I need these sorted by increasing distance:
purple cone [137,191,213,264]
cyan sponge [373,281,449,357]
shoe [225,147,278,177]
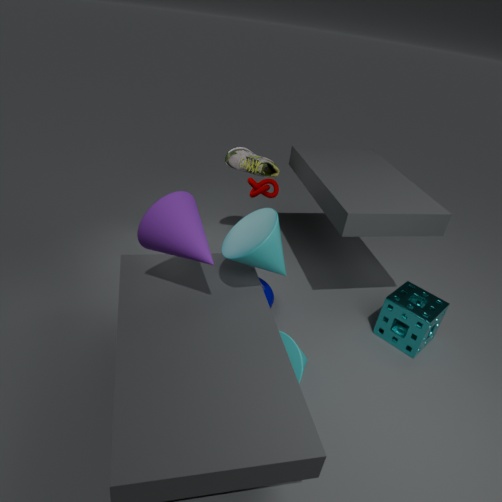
purple cone [137,191,213,264], cyan sponge [373,281,449,357], shoe [225,147,278,177]
